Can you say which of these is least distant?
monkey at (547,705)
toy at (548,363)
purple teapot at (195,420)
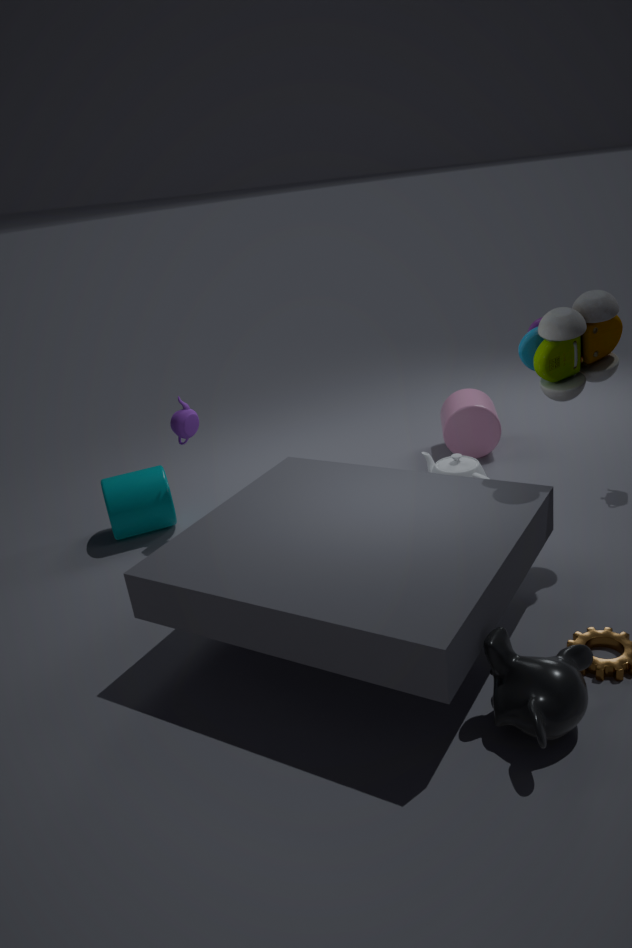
monkey at (547,705)
